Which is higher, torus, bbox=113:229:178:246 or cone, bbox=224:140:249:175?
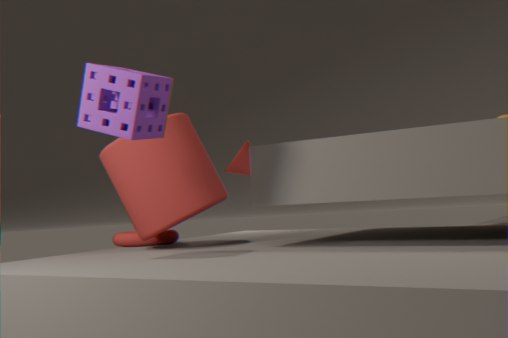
cone, bbox=224:140:249:175
